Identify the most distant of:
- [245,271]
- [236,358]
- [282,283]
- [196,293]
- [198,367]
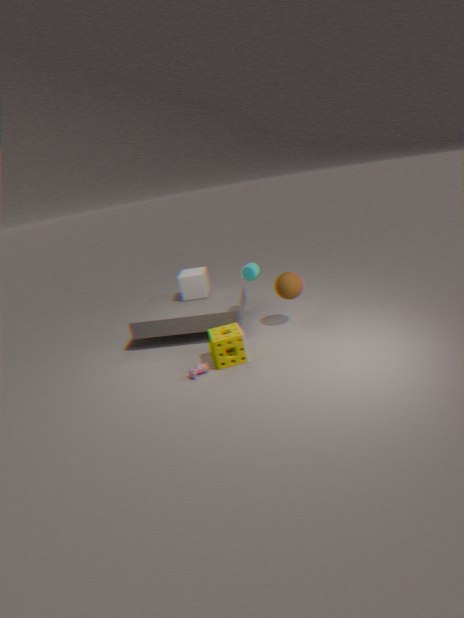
[196,293]
